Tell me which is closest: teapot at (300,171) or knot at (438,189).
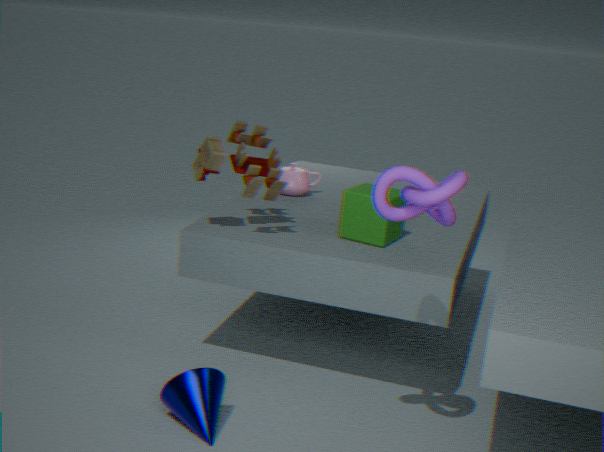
knot at (438,189)
